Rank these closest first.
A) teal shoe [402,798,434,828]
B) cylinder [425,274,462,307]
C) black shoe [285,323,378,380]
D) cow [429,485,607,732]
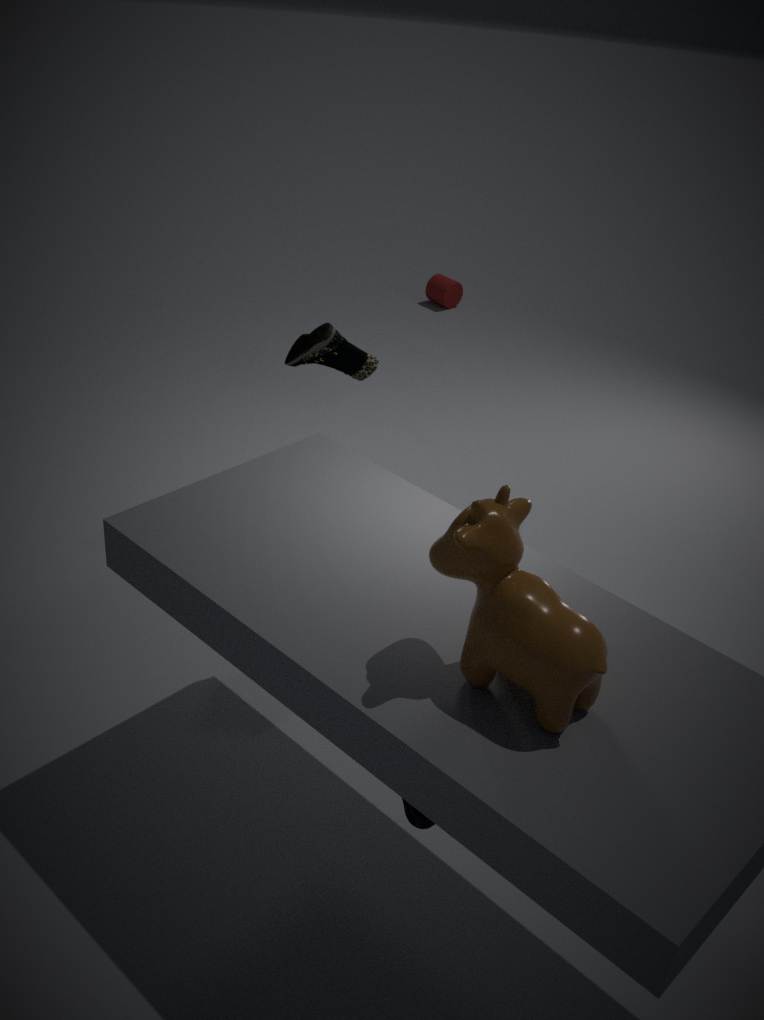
cow [429,485,607,732] → teal shoe [402,798,434,828] → black shoe [285,323,378,380] → cylinder [425,274,462,307]
